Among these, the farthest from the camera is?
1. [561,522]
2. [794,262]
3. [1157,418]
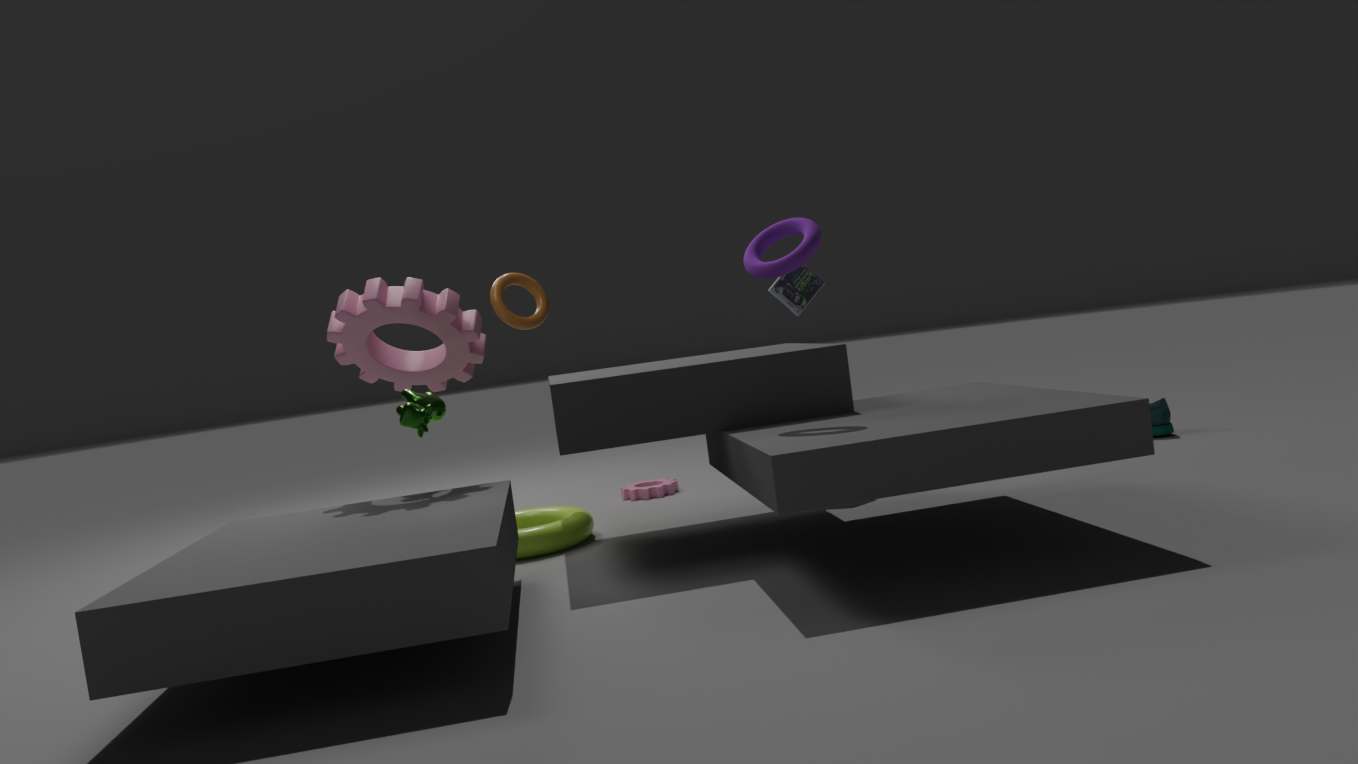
[1157,418]
